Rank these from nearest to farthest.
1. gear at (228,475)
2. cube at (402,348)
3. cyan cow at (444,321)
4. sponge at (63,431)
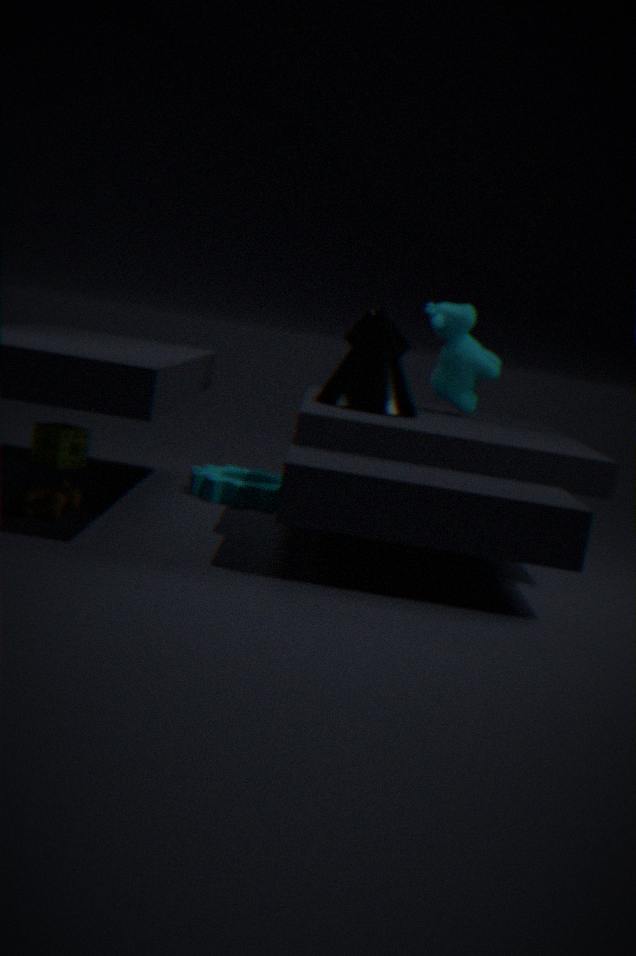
gear at (228,475)
cube at (402,348)
cyan cow at (444,321)
sponge at (63,431)
